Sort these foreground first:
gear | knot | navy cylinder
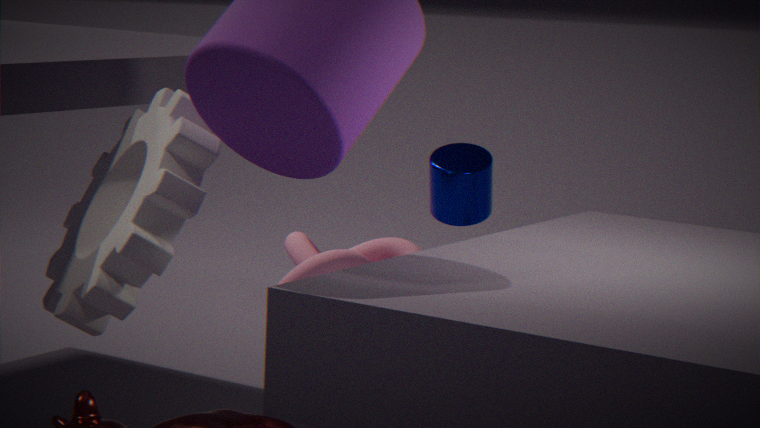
→ gear, navy cylinder, knot
